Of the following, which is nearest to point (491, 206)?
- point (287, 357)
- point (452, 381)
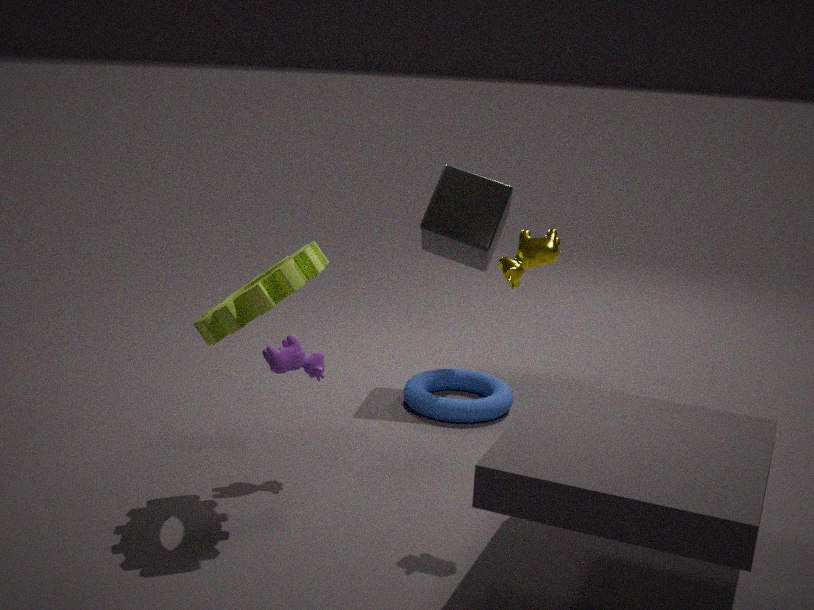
→ point (452, 381)
